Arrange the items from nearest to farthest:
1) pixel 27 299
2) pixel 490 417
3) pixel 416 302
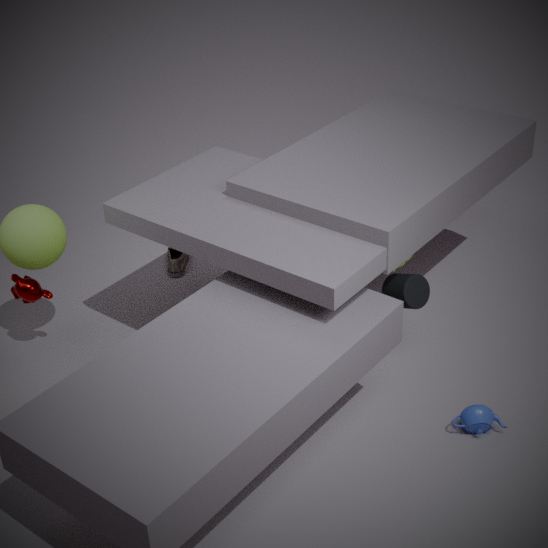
2. pixel 490 417 → 3. pixel 416 302 → 1. pixel 27 299
